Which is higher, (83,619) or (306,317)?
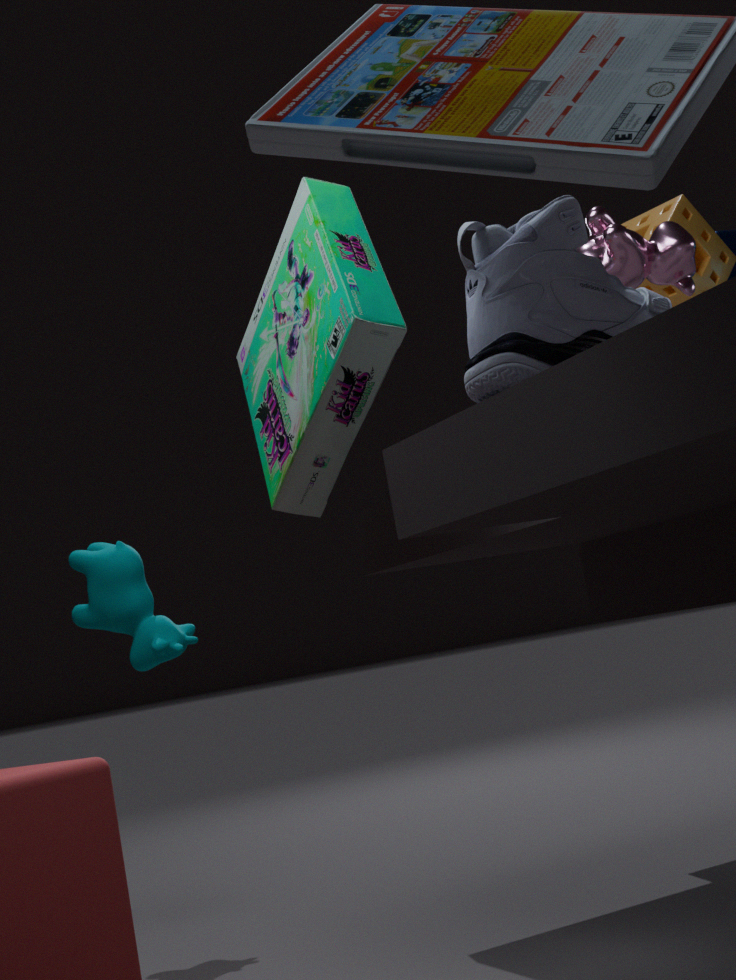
(306,317)
